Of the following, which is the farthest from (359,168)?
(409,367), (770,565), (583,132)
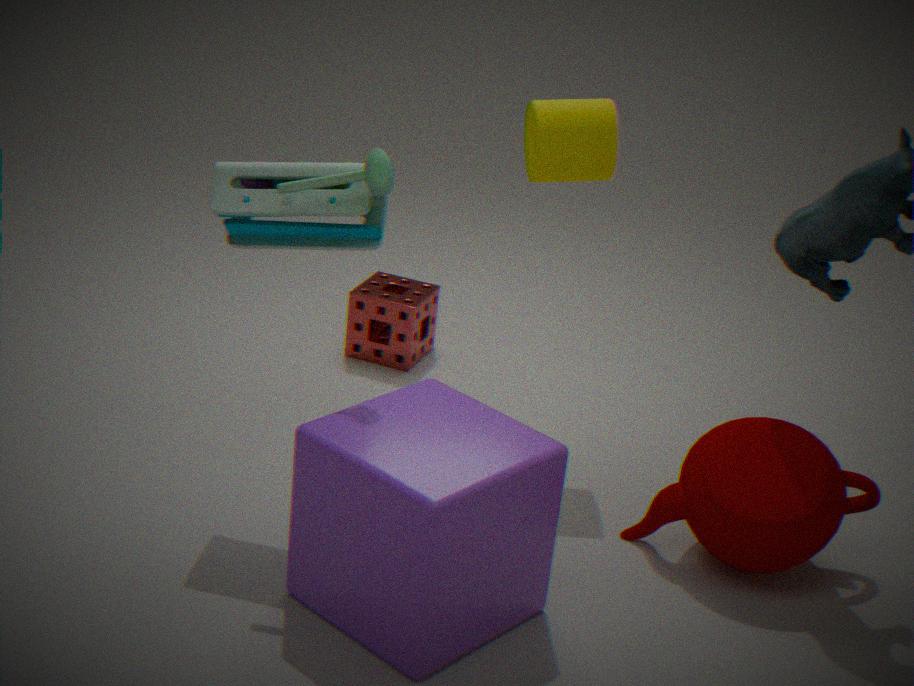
(770,565)
